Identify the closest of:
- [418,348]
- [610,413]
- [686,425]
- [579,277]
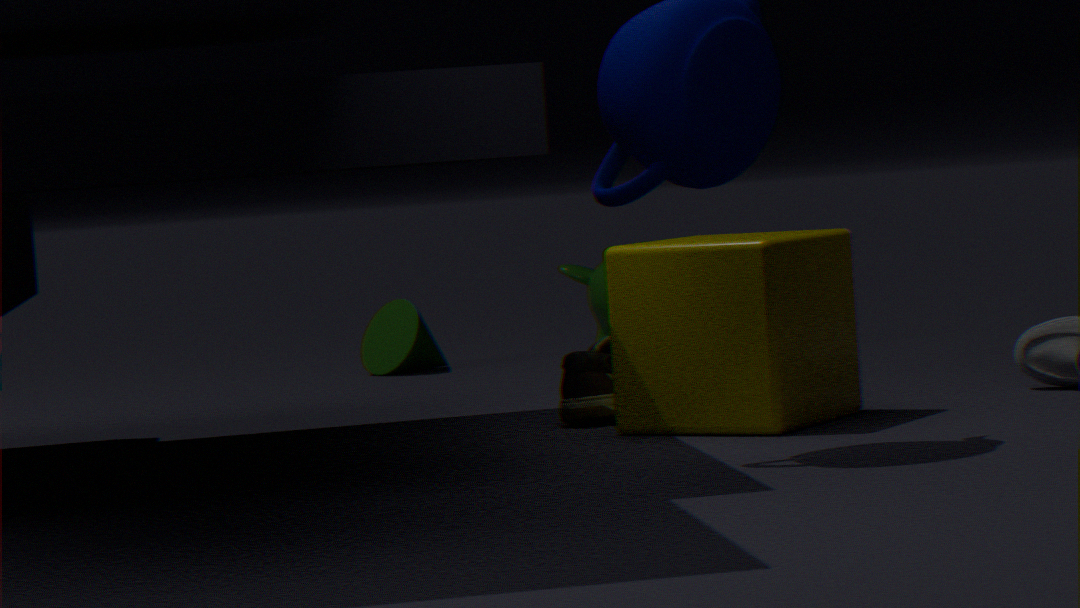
[686,425]
